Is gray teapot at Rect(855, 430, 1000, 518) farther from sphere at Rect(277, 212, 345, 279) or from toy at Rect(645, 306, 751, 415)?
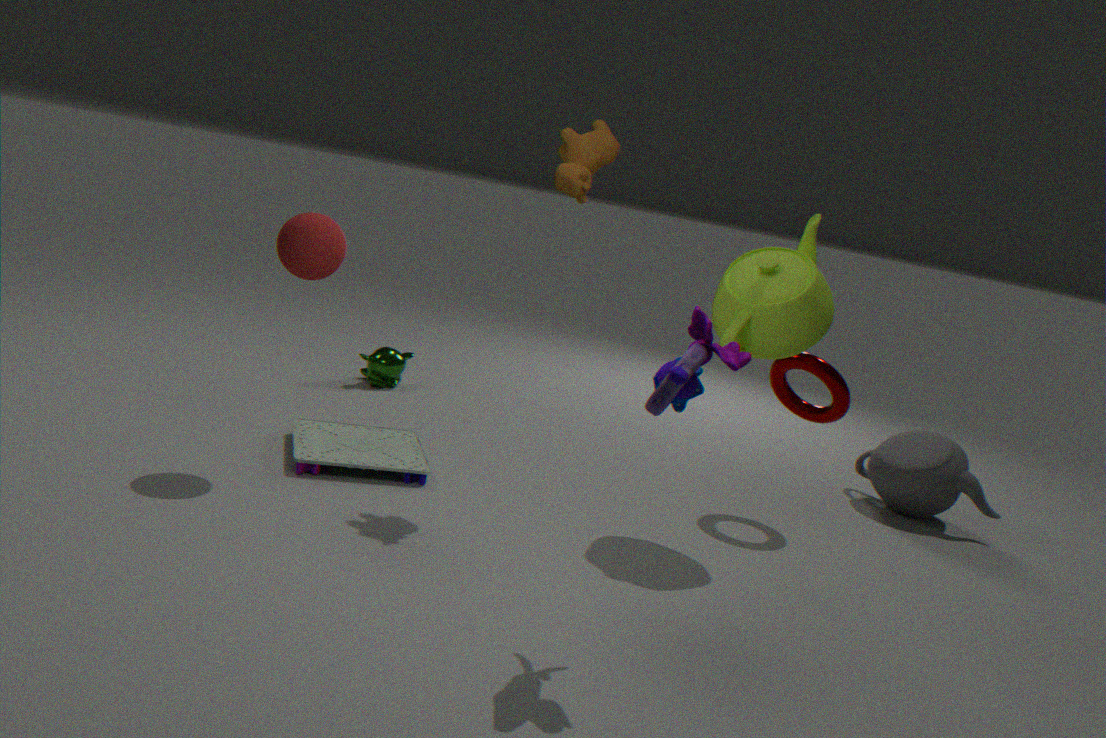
sphere at Rect(277, 212, 345, 279)
